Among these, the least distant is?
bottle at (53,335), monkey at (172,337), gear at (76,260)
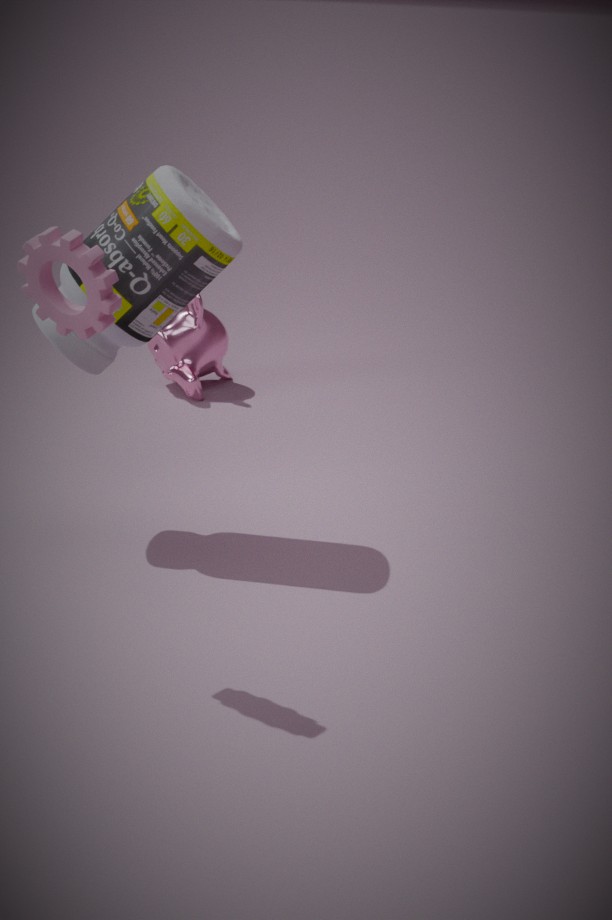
gear at (76,260)
